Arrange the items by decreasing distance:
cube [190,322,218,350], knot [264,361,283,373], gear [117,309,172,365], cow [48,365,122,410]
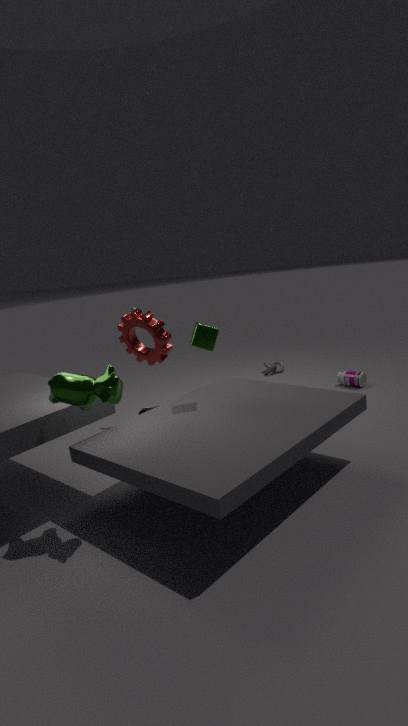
knot [264,361,283,373], gear [117,309,172,365], cube [190,322,218,350], cow [48,365,122,410]
